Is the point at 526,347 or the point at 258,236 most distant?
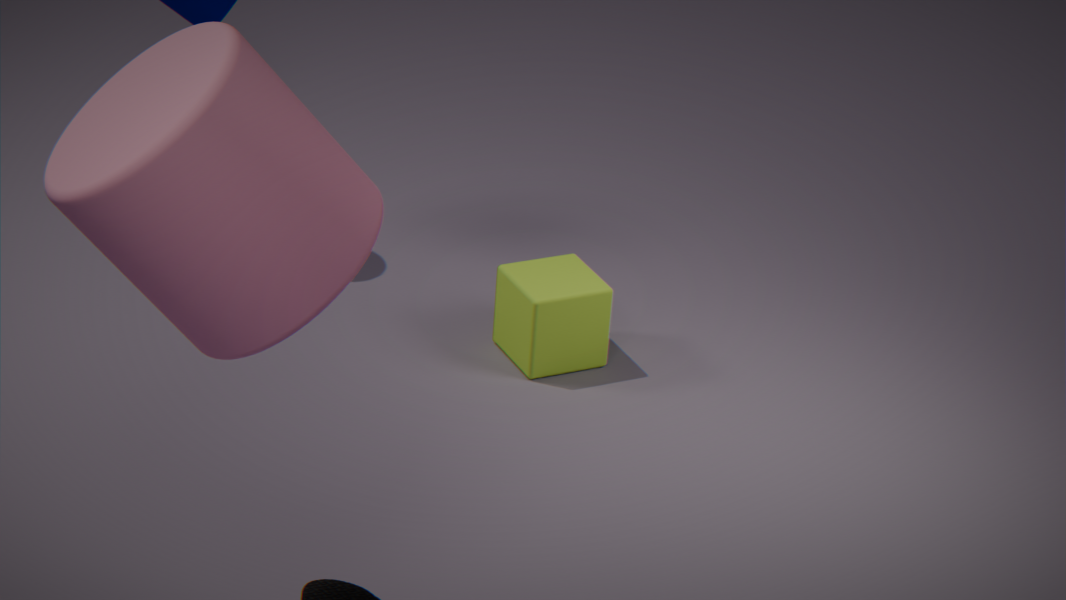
the point at 526,347
